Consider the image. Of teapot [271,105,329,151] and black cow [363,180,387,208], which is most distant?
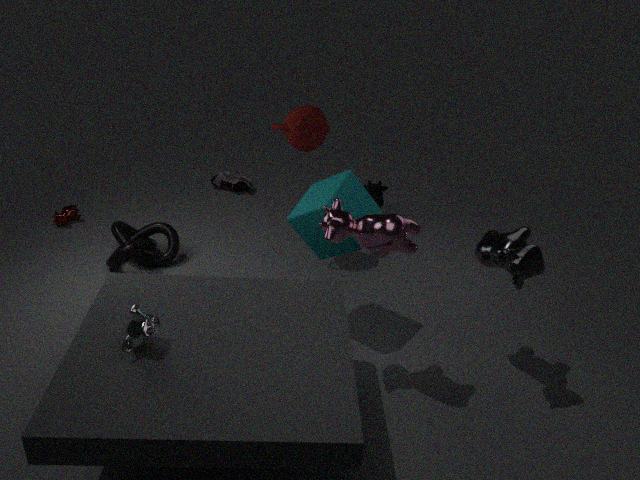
black cow [363,180,387,208]
